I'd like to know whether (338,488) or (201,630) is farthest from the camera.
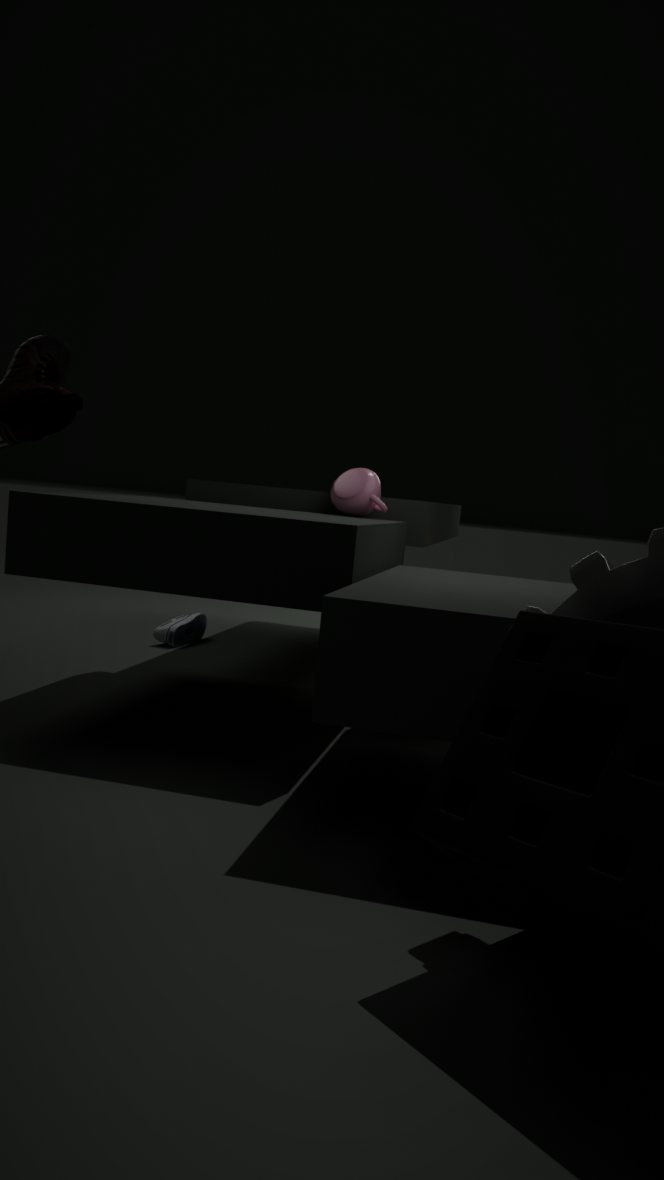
(201,630)
